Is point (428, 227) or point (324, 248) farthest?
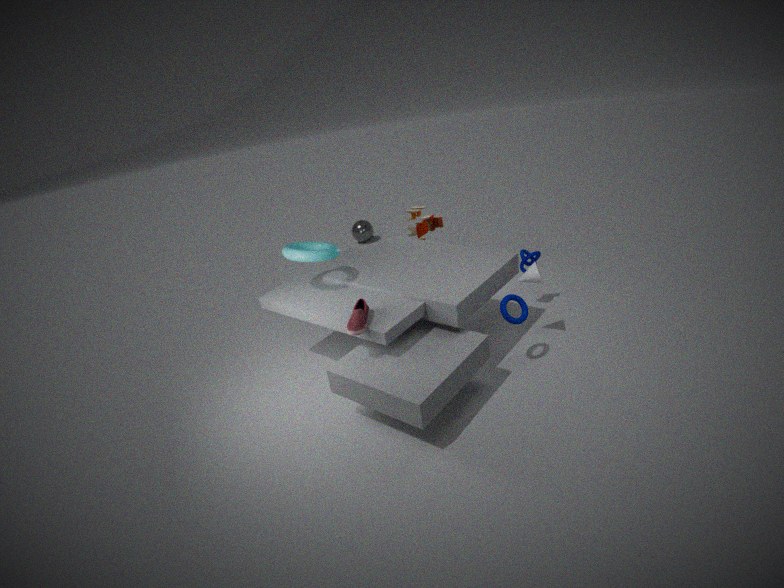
point (428, 227)
